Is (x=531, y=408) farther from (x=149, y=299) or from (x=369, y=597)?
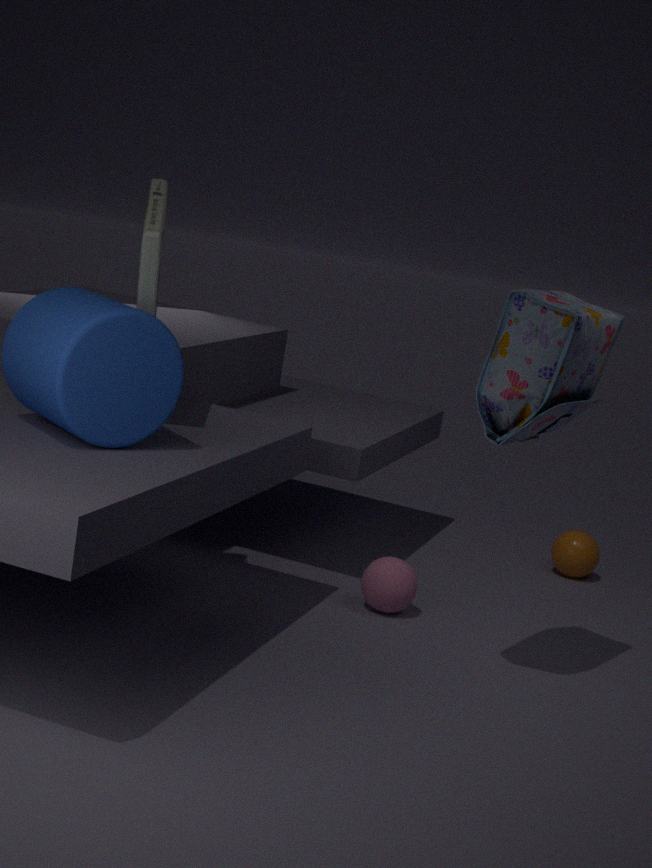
(x=149, y=299)
